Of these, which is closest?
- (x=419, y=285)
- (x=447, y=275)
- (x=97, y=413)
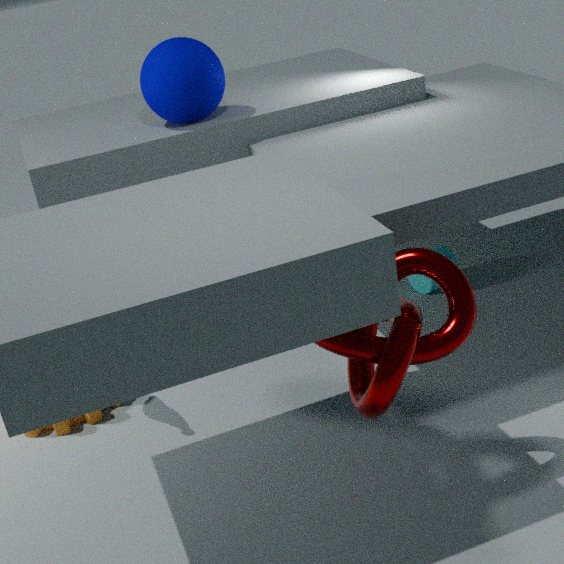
(x=447, y=275)
